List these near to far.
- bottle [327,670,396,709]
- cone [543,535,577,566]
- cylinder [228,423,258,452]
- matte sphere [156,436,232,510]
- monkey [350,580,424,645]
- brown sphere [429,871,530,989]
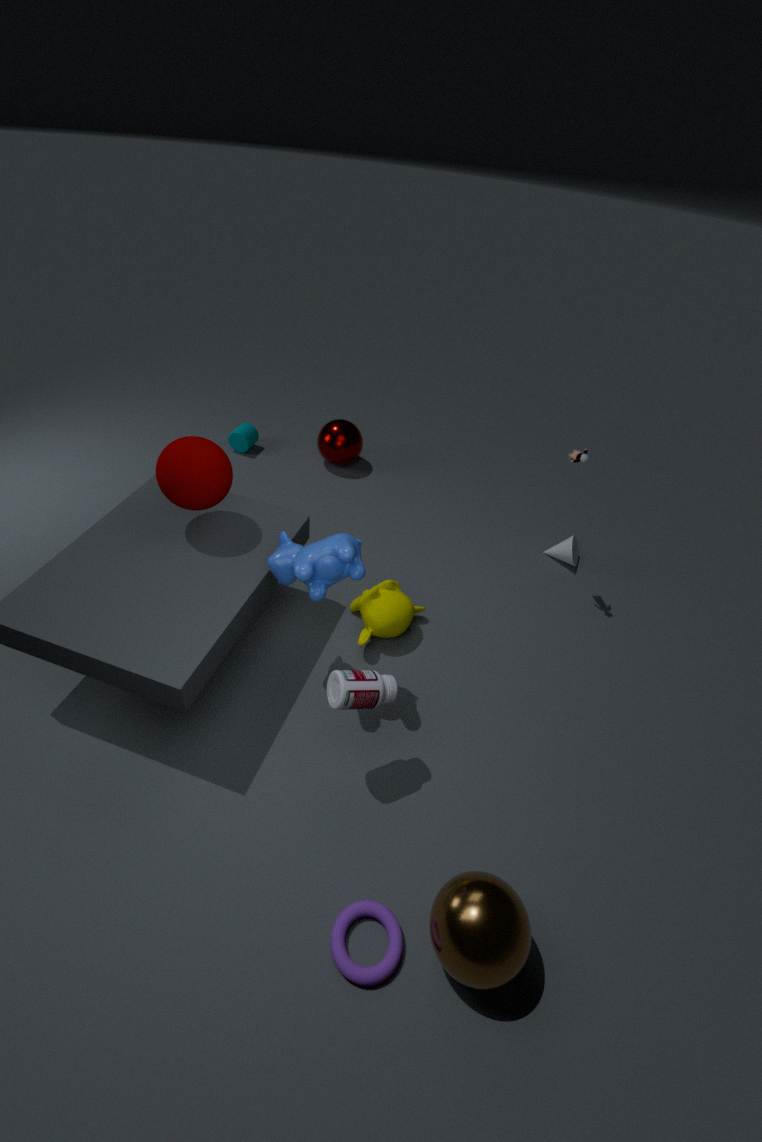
1. brown sphere [429,871,530,989]
2. bottle [327,670,396,709]
3. matte sphere [156,436,232,510]
4. monkey [350,580,424,645]
5. cone [543,535,577,566]
6. cylinder [228,423,258,452]
